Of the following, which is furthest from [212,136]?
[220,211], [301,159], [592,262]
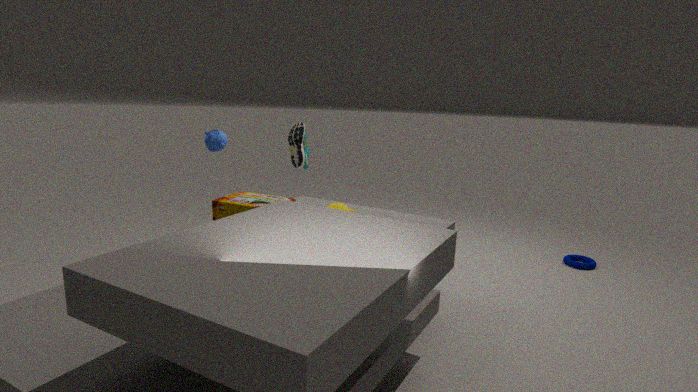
[592,262]
